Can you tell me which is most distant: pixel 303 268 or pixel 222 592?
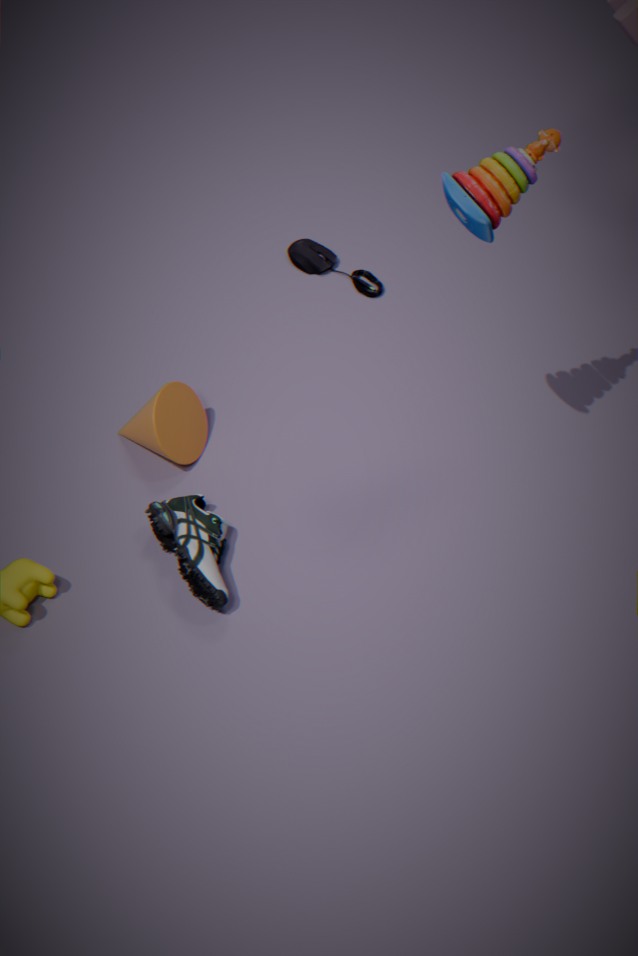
pixel 303 268
